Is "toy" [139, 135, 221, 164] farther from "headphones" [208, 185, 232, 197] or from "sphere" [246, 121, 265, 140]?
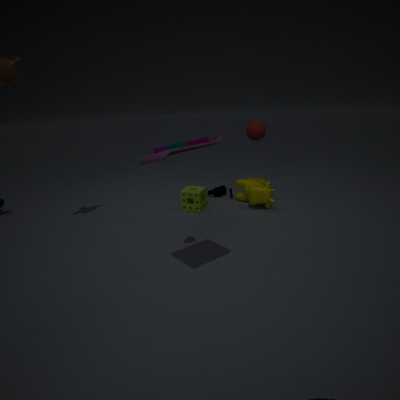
"headphones" [208, 185, 232, 197]
